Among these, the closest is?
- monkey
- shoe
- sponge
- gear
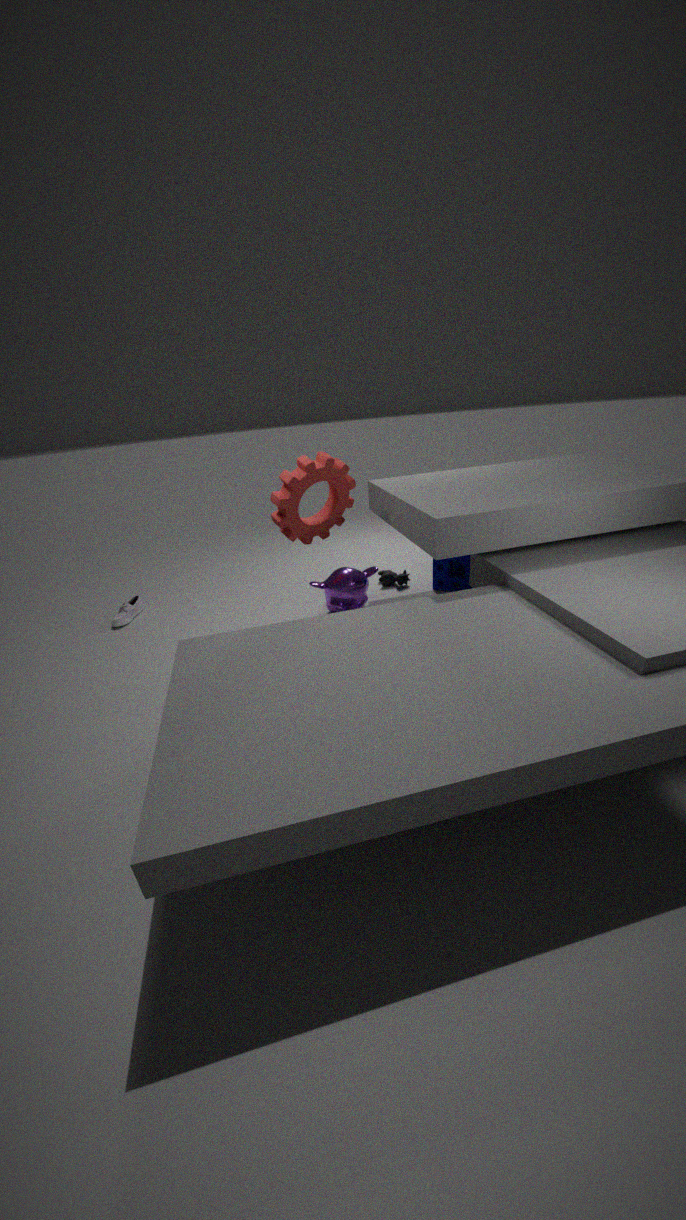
gear
